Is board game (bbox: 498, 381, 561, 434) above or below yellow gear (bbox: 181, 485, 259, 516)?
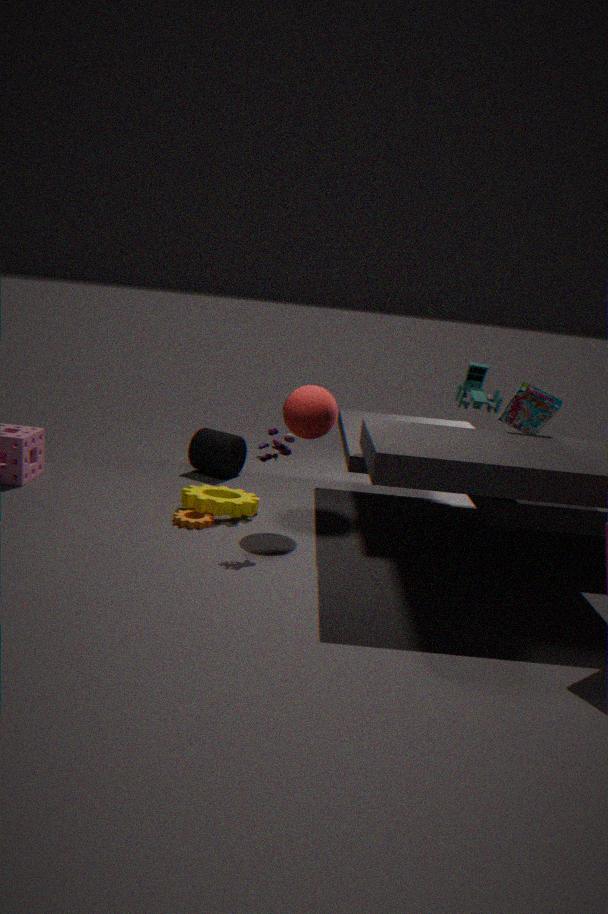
above
